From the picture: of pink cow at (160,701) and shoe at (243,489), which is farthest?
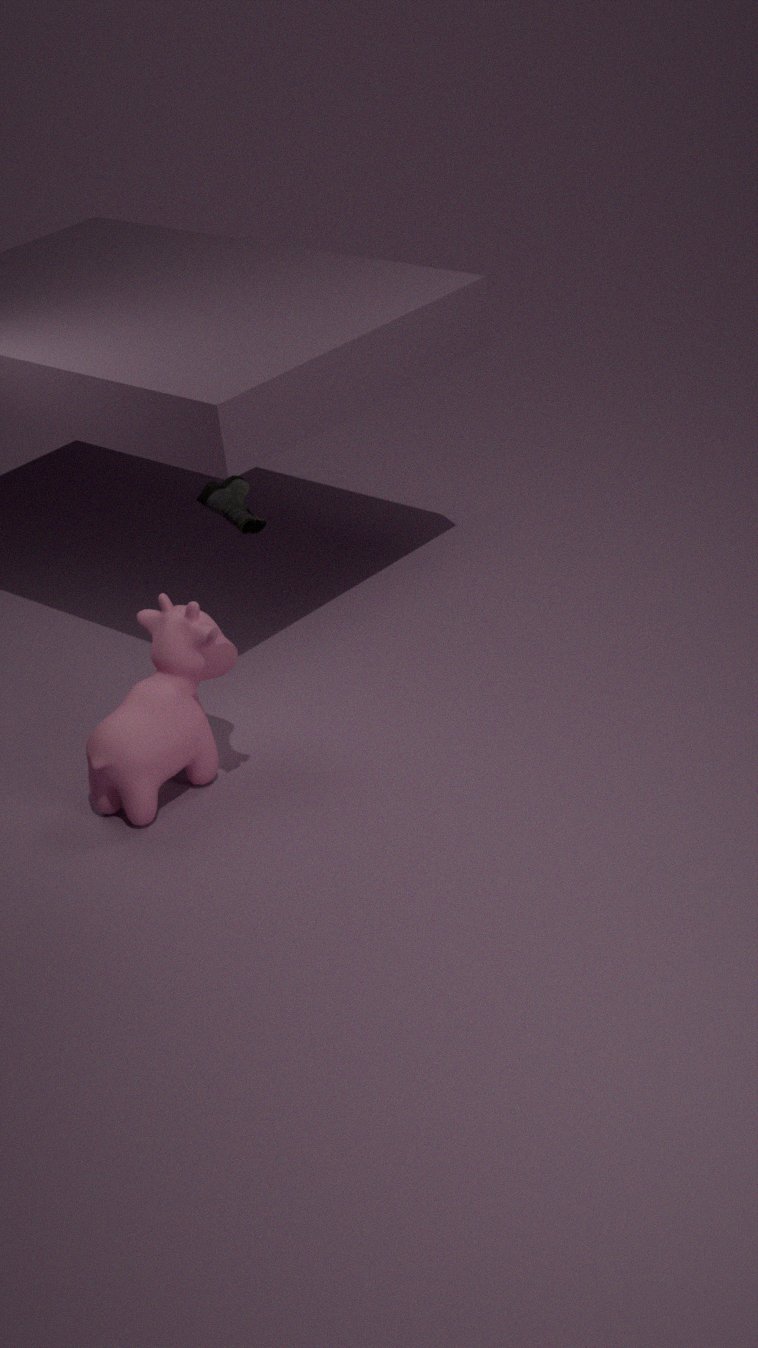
pink cow at (160,701)
